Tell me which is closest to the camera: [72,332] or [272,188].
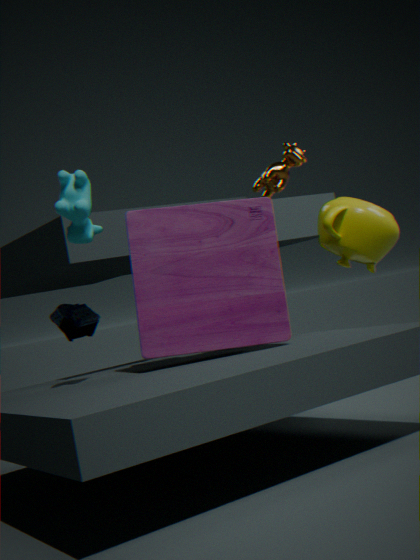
[272,188]
